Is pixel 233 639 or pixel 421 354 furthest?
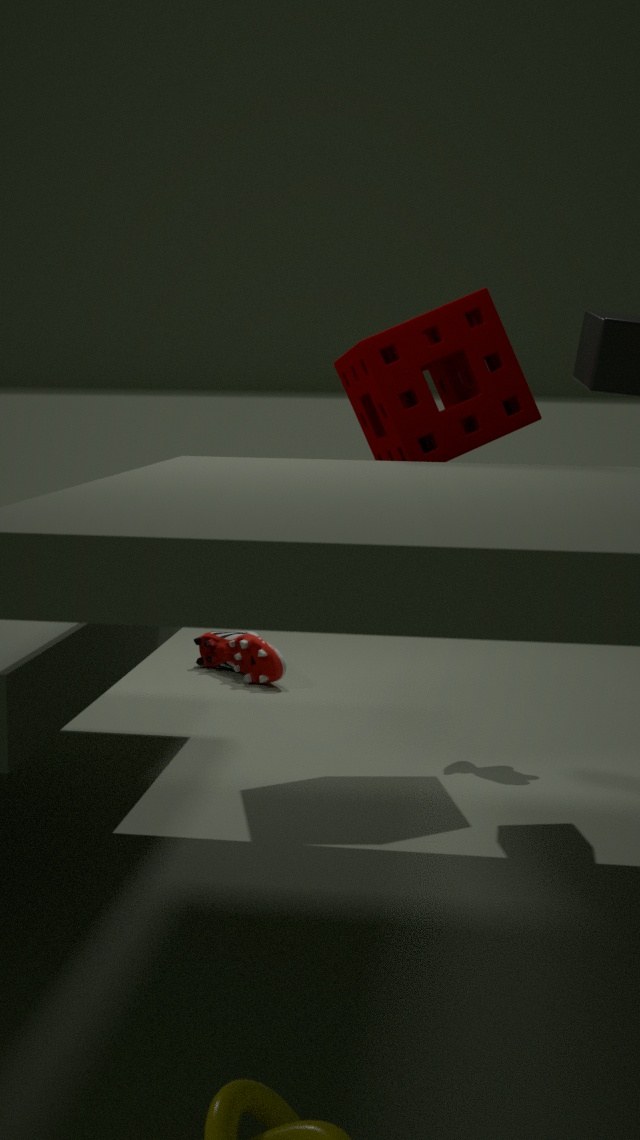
pixel 233 639
